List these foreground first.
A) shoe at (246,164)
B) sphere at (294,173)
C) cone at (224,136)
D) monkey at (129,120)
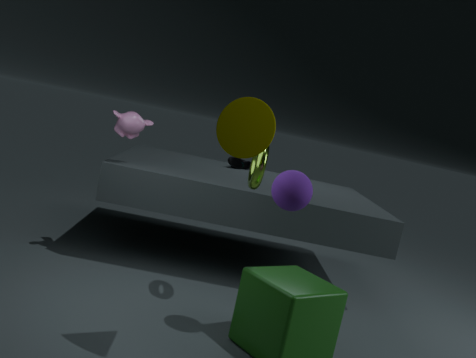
1. cone at (224,136)
2. sphere at (294,173)
3. monkey at (129,120)
4. shoe at (246,164)
